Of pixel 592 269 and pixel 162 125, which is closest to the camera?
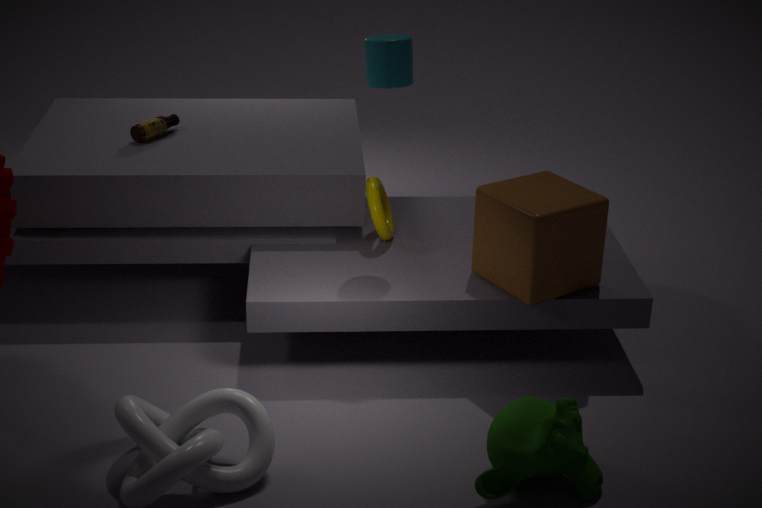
pixel 592 269
